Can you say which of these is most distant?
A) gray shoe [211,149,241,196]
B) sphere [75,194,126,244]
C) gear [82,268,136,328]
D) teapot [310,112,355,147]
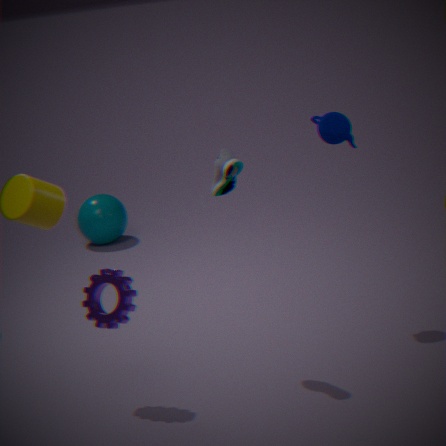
sphere [75,194,126,244]
